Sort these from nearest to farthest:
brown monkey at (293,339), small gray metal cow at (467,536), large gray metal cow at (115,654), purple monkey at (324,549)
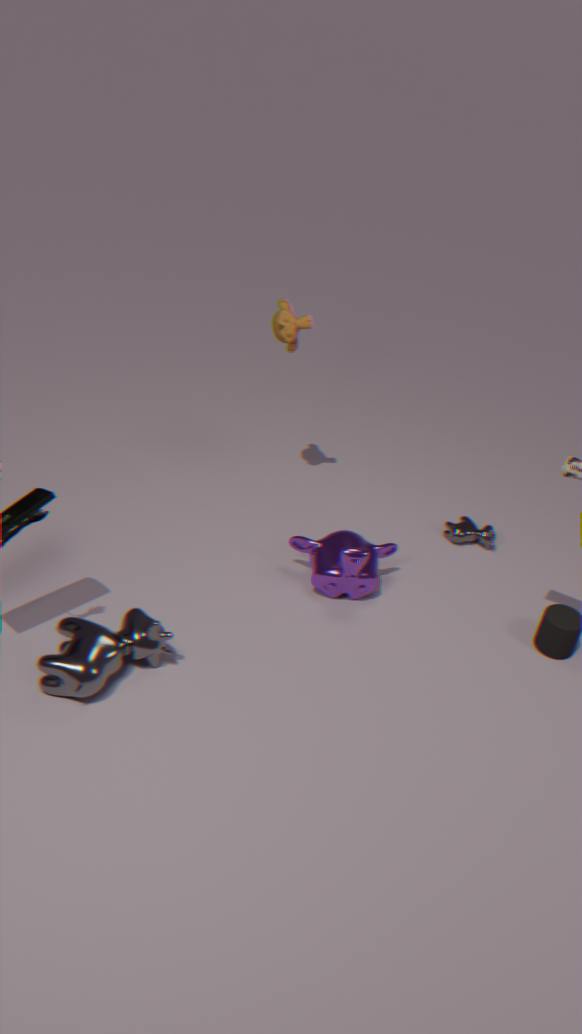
large gray metal cow at (115,654) < purple monkey at (324,549) < brown monkey at (293,339) < small gray metal cow at (467,536)
